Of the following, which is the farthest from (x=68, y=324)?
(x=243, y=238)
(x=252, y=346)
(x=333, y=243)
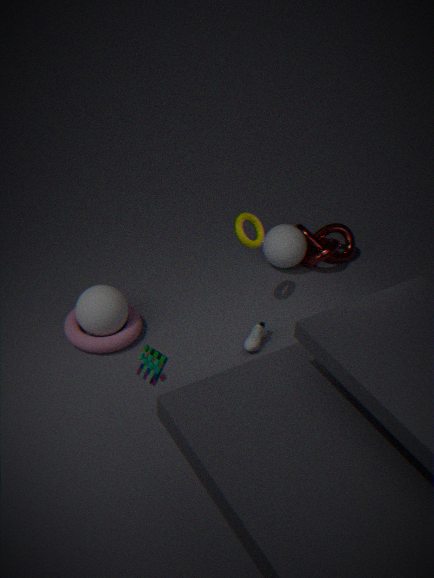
(x=333, y=243)
